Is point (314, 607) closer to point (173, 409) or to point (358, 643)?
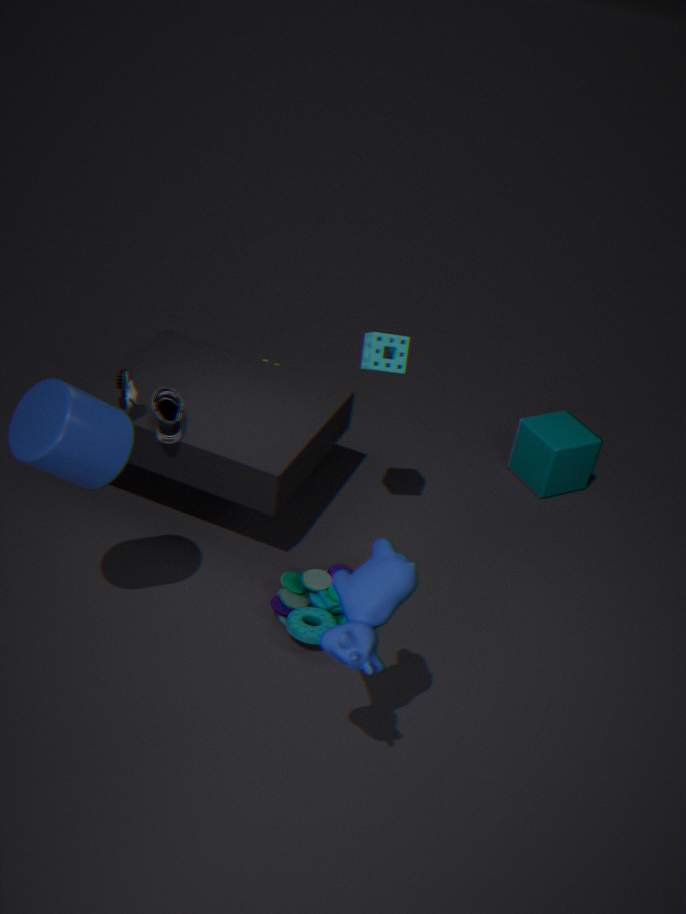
point (358, 643)
